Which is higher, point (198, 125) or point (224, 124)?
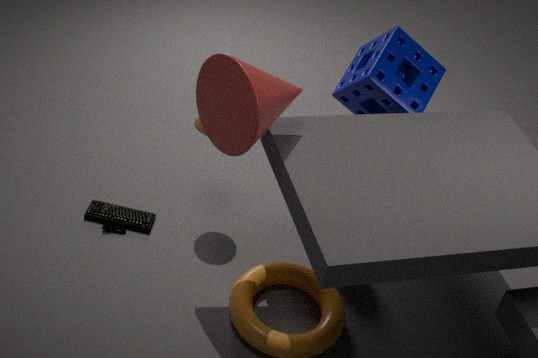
point (224, 124)
